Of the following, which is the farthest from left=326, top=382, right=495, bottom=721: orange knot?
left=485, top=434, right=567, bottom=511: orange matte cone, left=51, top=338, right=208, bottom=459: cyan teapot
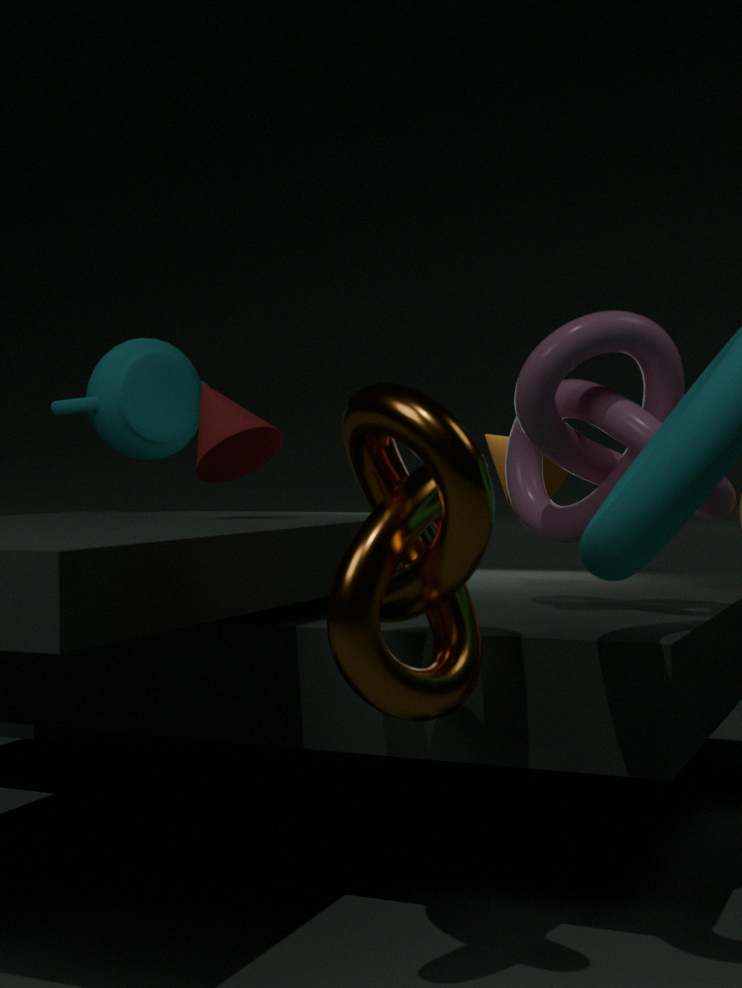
left=51, top=338, right=208, bottom=459: cyan teapot
